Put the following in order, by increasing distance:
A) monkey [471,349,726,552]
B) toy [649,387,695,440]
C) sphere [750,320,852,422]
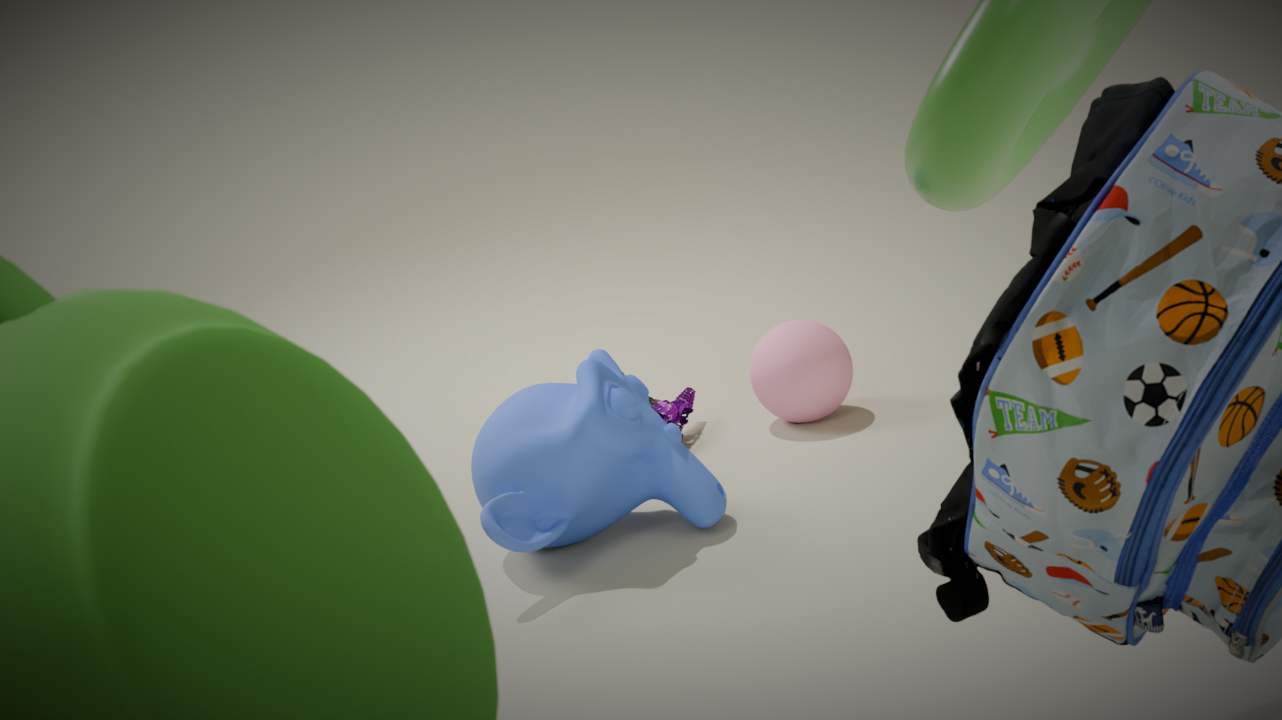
monkey [471,349,726,552] → sphere [750,320,852,422] → toy [649,387,695,440]
